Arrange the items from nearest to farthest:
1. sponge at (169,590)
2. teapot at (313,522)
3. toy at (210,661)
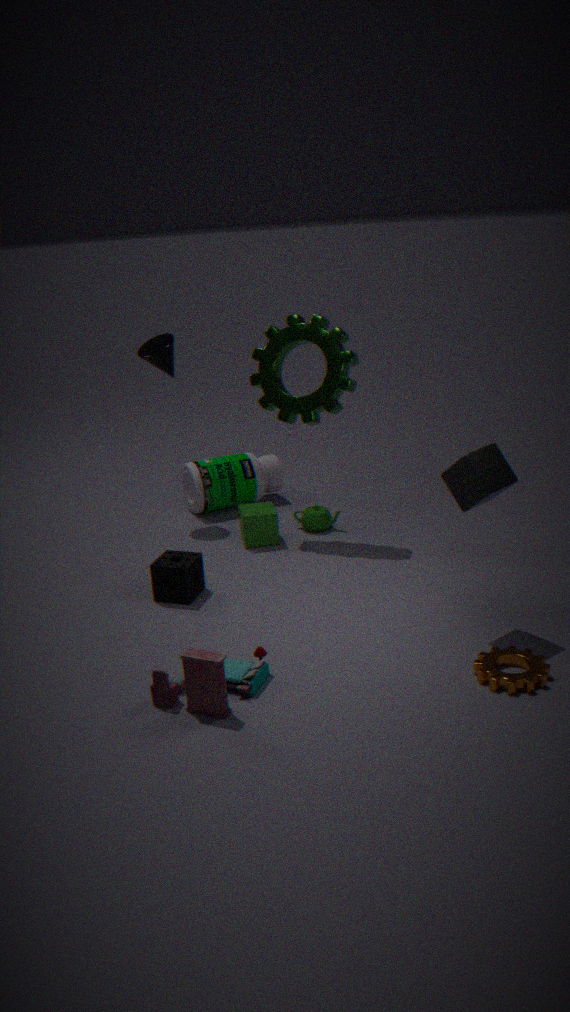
1. toy at (210,661)
2. sponge at (169,590)
3. teapot at (313,522)
